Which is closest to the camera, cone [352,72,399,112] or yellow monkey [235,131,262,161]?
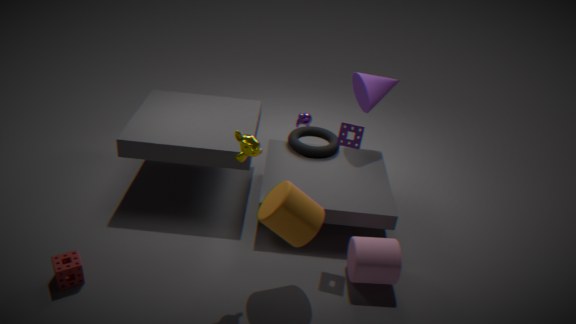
yellow monkey [235,131,262,161]
